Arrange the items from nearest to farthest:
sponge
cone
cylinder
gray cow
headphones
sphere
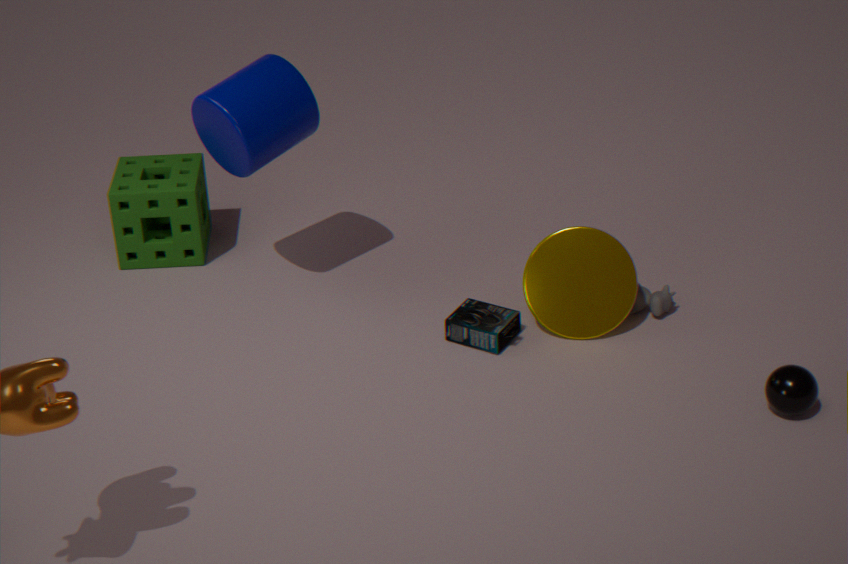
sphere → cylinder → headphones → cone → gray cow → sponge
